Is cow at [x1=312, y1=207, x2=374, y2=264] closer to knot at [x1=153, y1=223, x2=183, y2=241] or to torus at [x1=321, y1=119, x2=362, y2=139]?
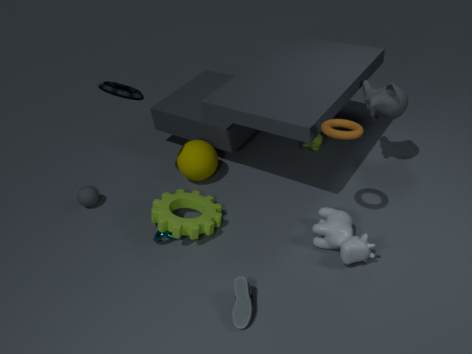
torus at [x1=321, y1=119, x2=362, y2=139]
